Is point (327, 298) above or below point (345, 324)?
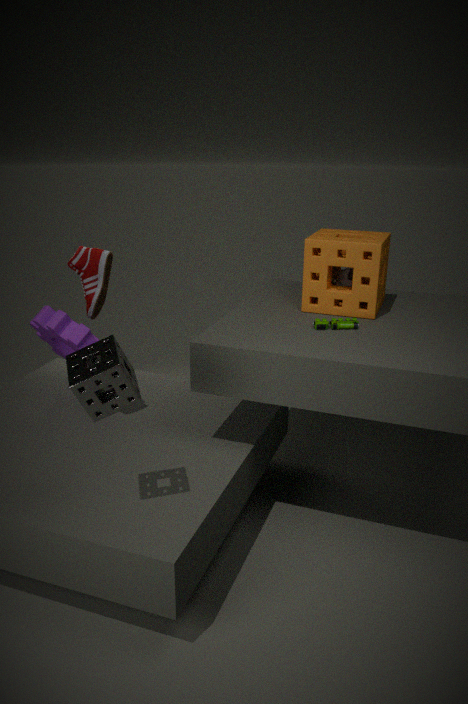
above
